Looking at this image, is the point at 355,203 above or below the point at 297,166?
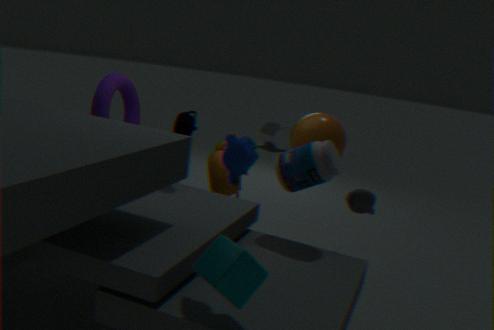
below
